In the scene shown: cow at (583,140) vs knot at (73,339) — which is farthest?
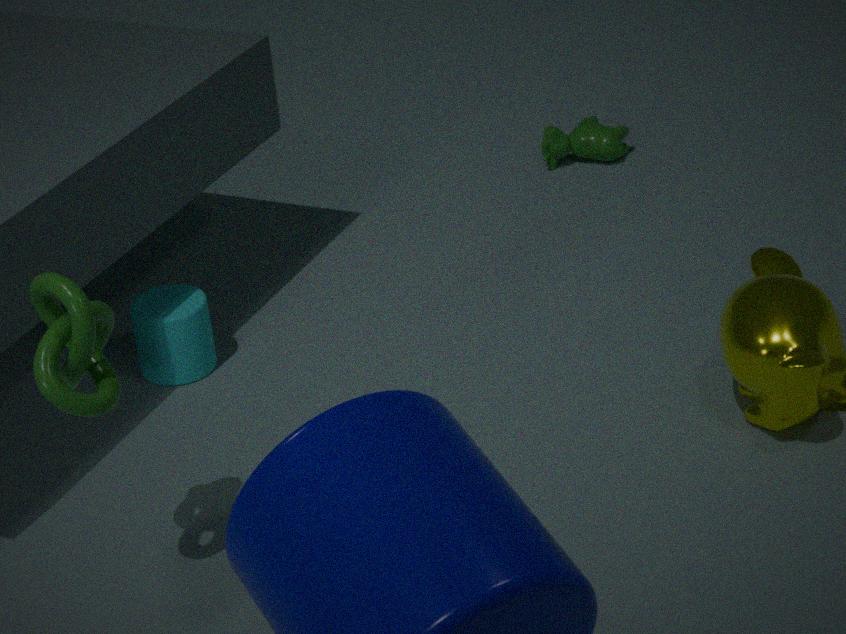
cow at (583,140)
